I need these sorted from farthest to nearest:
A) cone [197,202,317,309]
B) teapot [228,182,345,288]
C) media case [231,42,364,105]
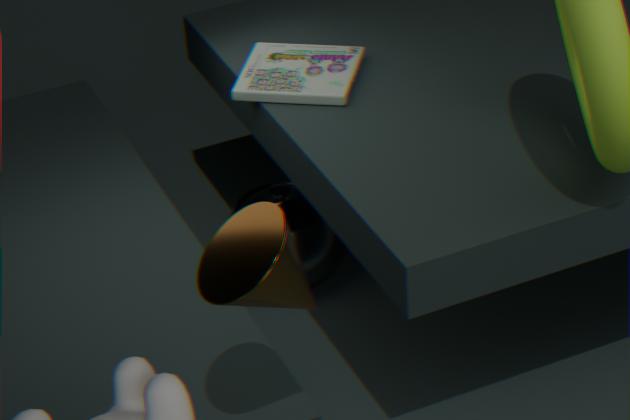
1. teapot [228,182,345,288]
2. media case [231,42,364,105]
3. cone [197,202,317,309]
